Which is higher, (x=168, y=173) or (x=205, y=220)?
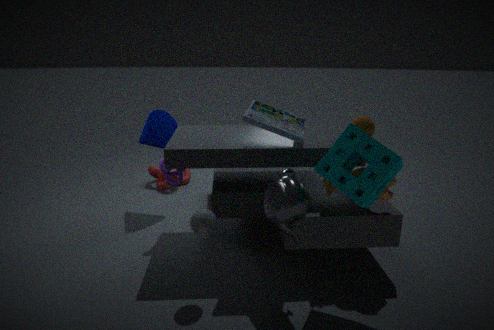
(x=168, y=173)
